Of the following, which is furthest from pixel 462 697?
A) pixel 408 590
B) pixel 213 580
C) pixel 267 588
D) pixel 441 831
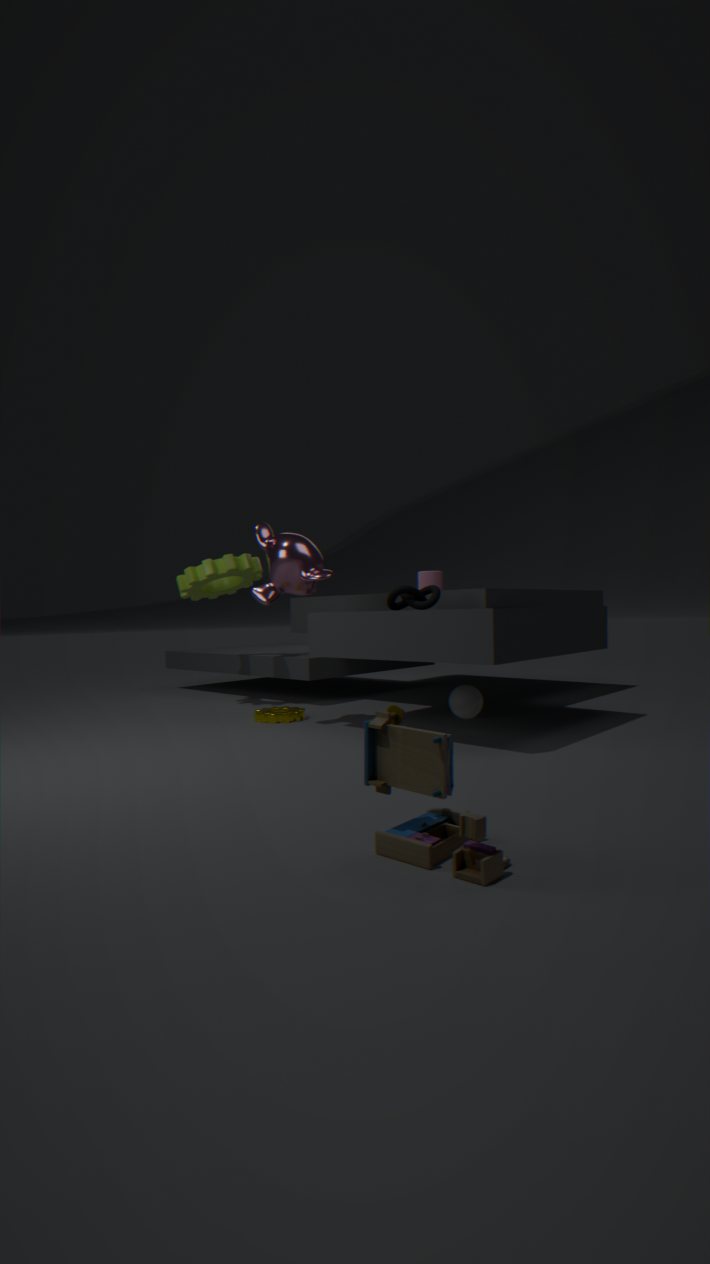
pixel 441 831
